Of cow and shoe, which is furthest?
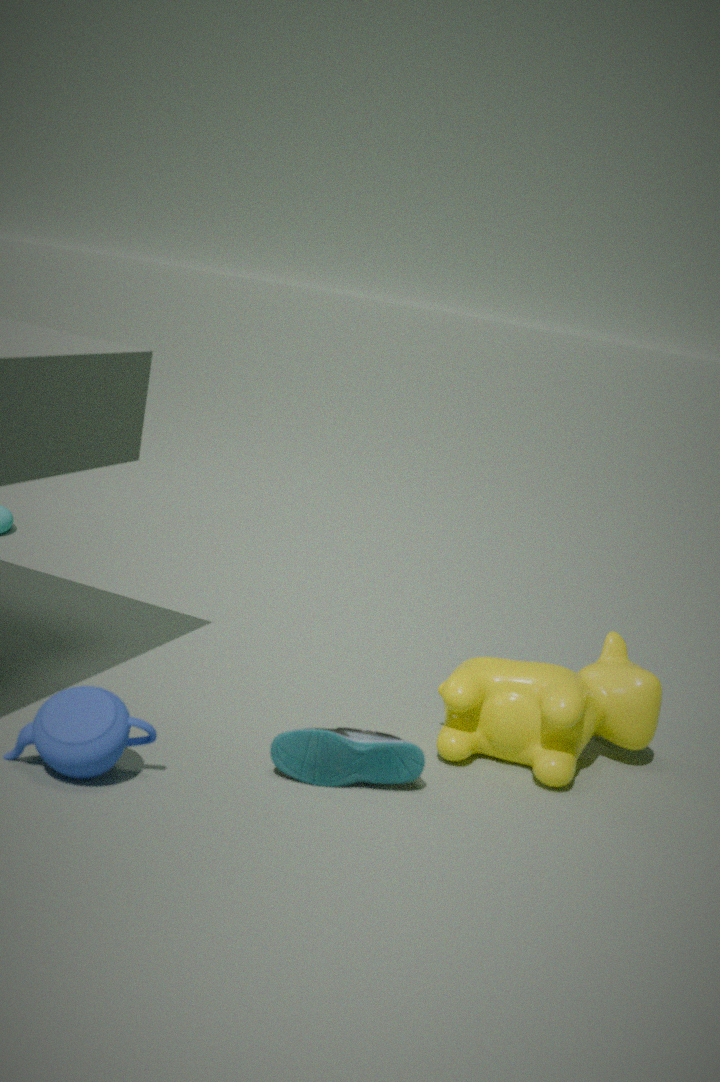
cow
